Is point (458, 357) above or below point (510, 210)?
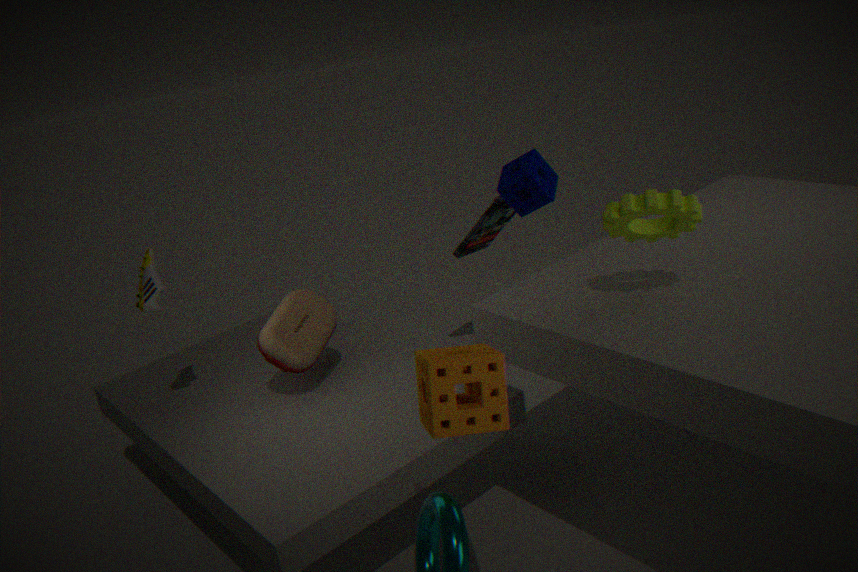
above
